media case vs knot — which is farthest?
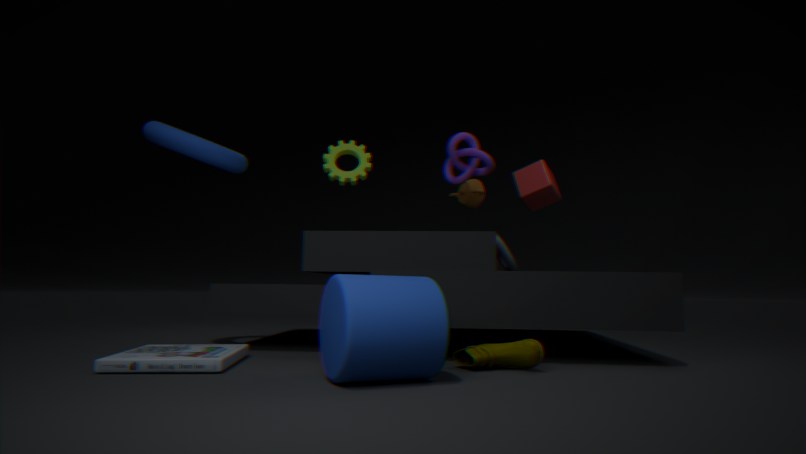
knot
